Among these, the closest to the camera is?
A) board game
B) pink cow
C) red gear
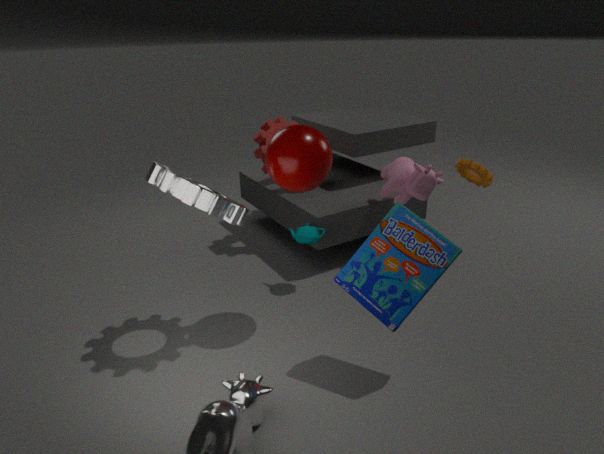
board game
